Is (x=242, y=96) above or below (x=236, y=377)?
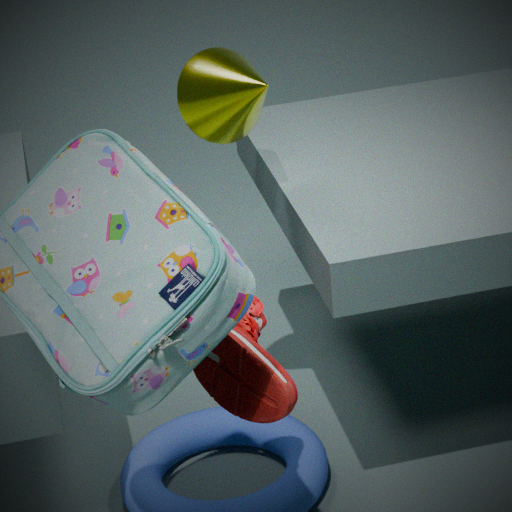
above
